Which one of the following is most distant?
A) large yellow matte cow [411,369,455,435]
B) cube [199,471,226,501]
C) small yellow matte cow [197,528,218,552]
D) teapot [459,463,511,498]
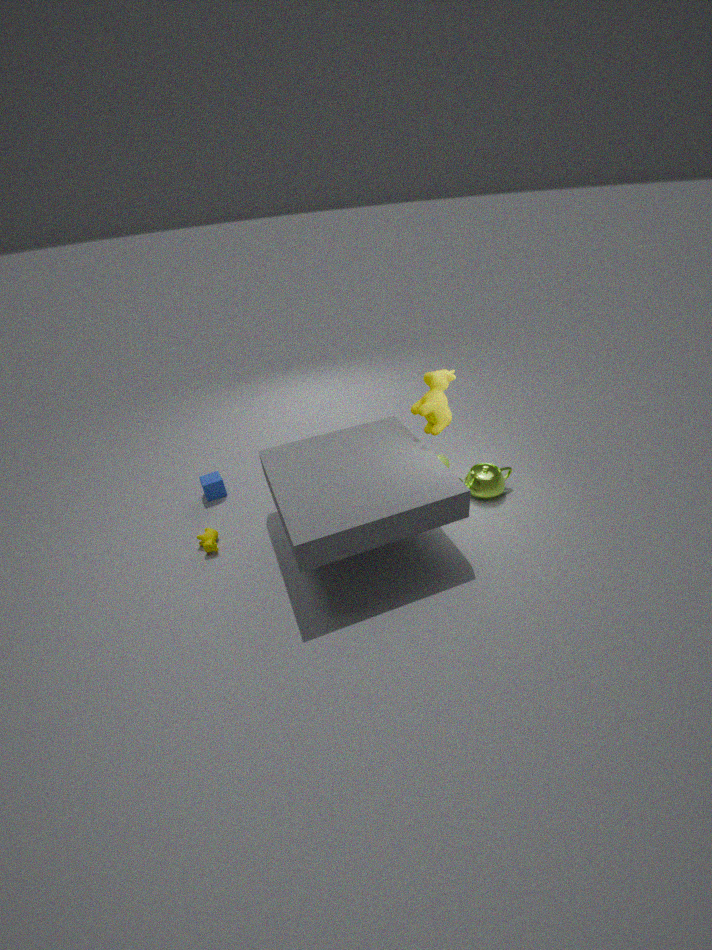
cube [199,471,226,501]
